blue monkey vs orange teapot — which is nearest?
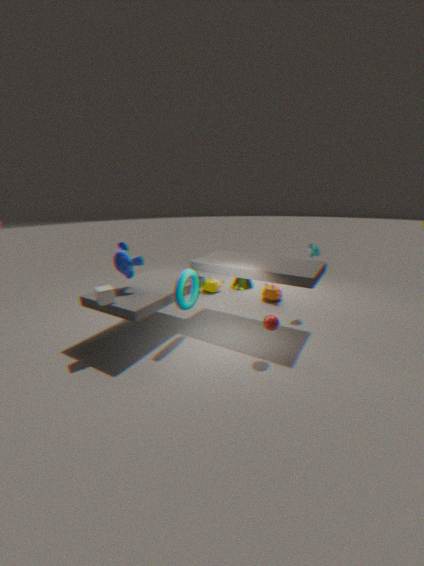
blue monkey
